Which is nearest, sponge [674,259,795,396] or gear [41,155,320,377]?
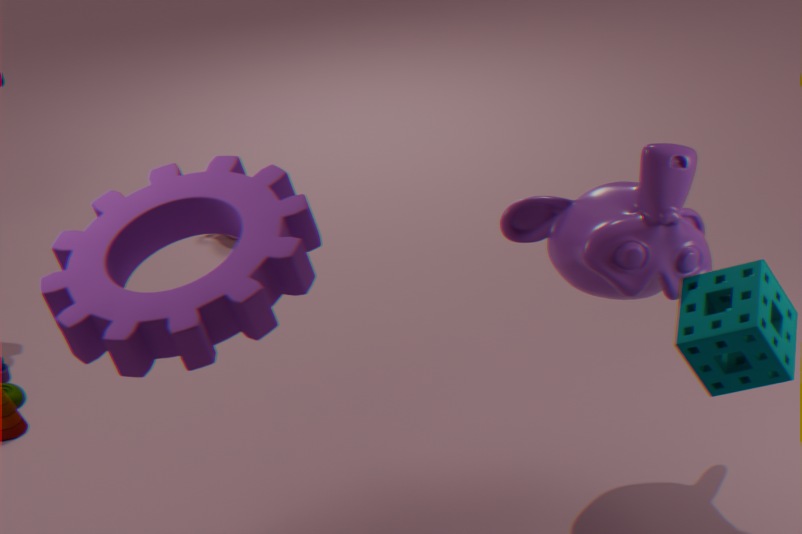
gear [41,155,320,377]
